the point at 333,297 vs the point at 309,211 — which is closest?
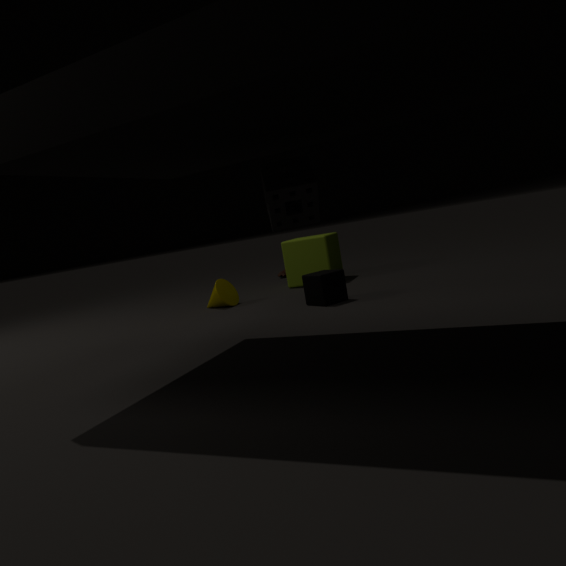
the point at 309,211
